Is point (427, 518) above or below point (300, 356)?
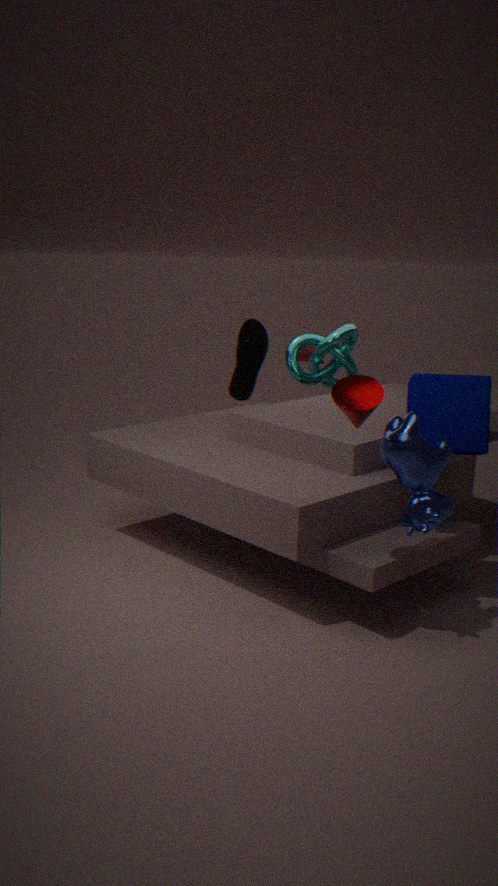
below
